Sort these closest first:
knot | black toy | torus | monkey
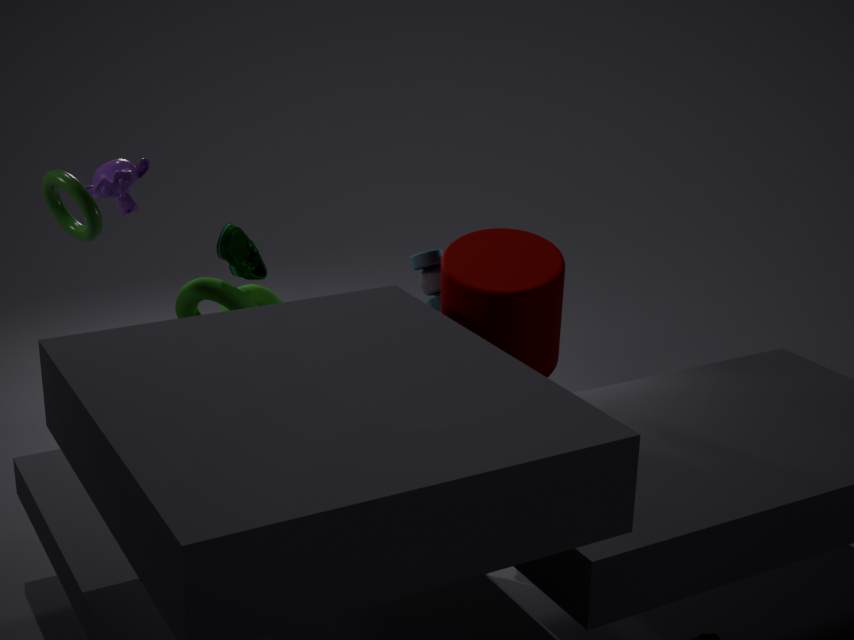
black toy
torus
monkey
knot
